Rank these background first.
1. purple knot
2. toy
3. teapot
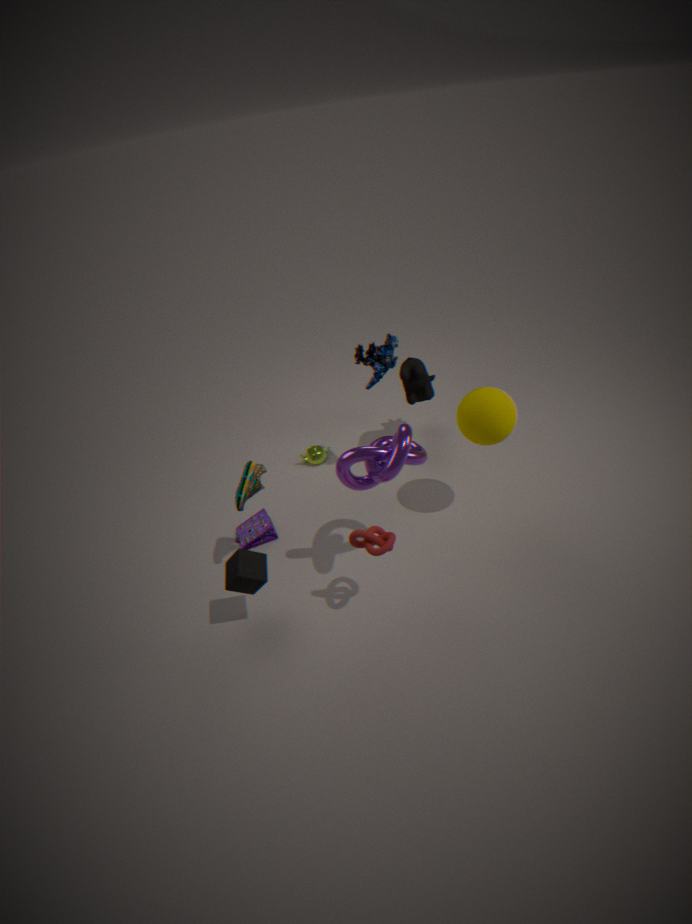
teapot < toy < purple knot
